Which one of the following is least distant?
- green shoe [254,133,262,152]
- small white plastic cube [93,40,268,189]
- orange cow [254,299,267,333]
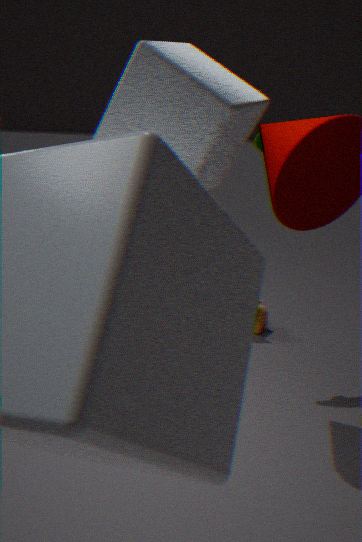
small white plastic cube [93,40,268,189]
